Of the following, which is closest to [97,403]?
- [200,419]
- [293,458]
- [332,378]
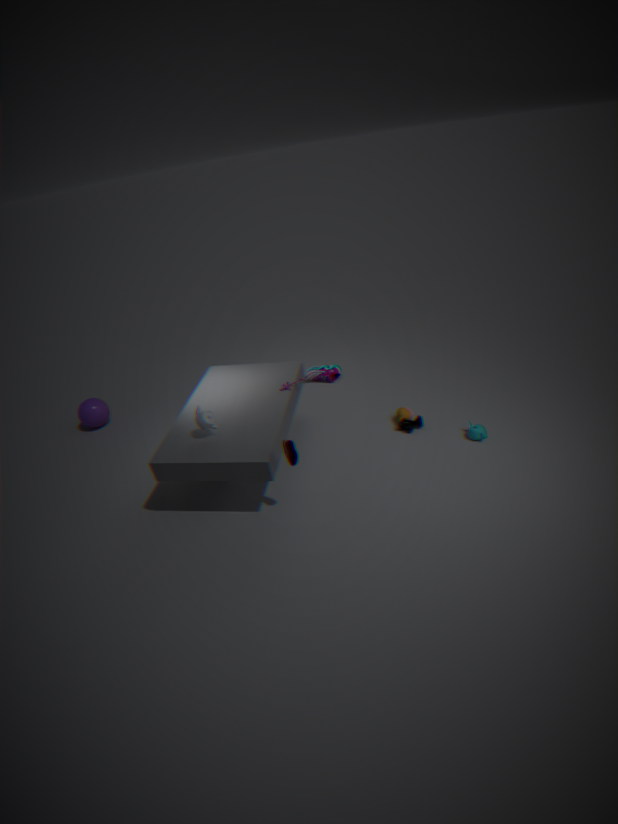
[200,419]
